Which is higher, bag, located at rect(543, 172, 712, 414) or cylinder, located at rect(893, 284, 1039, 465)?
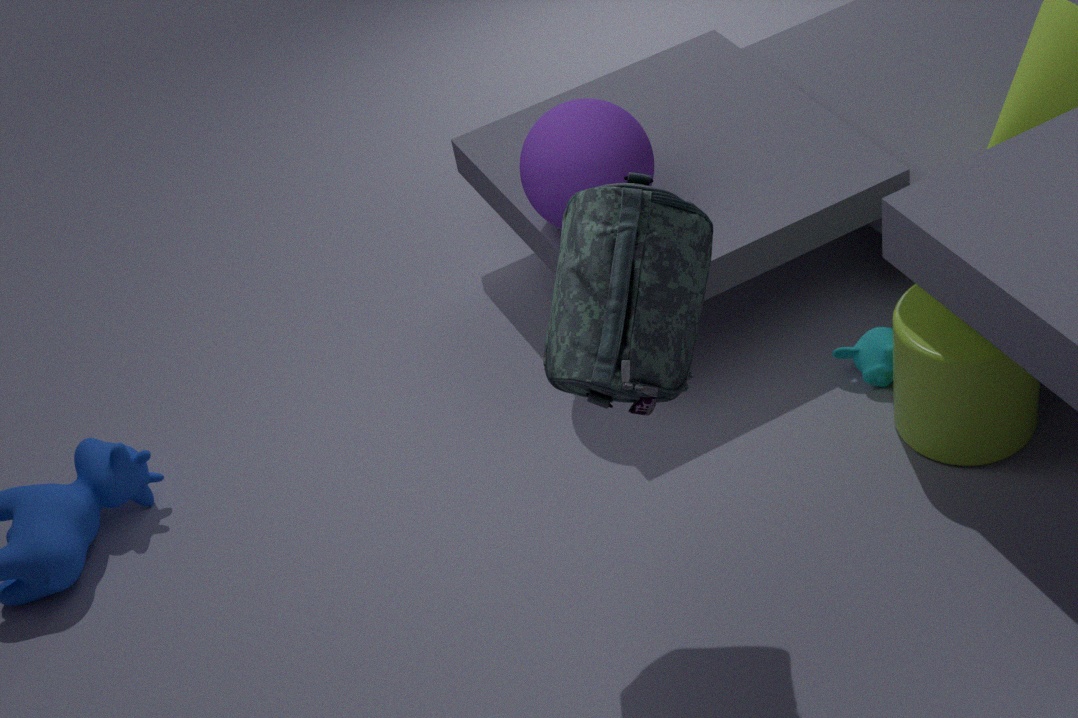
bag, located at rect(543, 172, 712, 414)
